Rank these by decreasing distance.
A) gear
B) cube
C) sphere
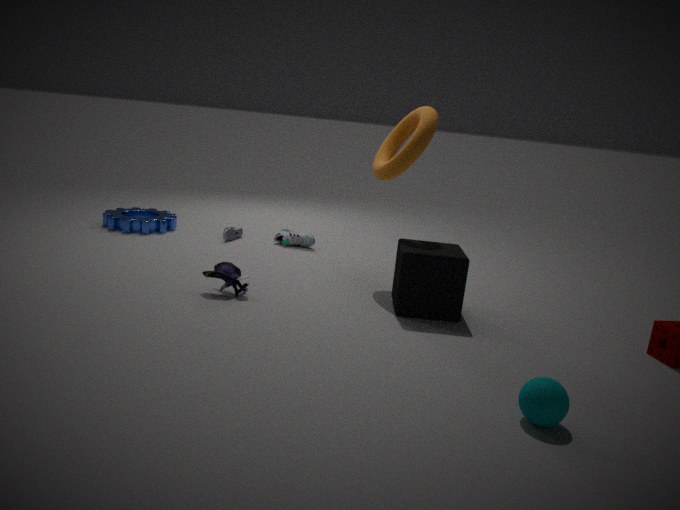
1. gear
2. cube
3. sphere
